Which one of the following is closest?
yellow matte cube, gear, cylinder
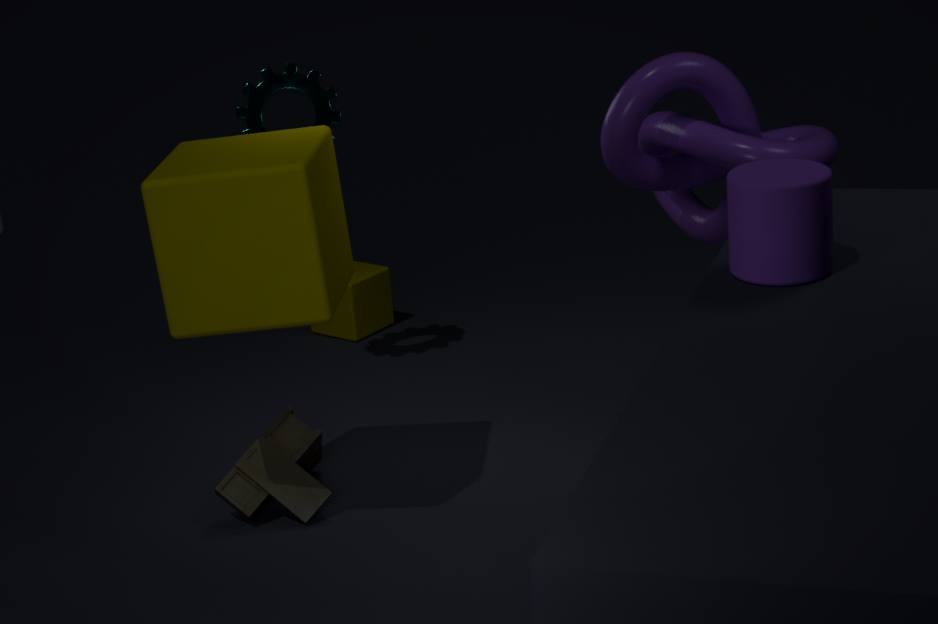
cylinder
